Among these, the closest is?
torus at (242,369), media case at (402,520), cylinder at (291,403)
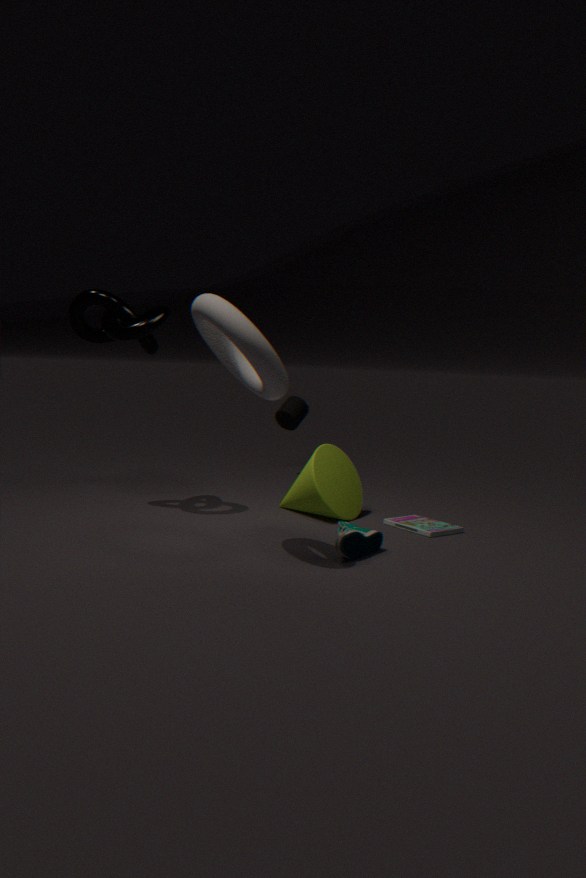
torus at (242,369)
